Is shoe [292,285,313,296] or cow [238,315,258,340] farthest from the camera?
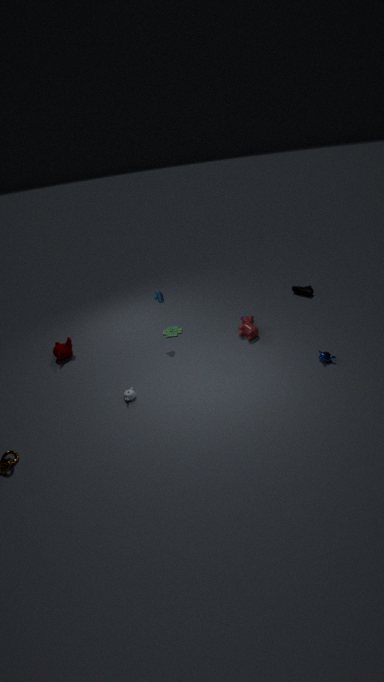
shoe [292,285,313,296]
